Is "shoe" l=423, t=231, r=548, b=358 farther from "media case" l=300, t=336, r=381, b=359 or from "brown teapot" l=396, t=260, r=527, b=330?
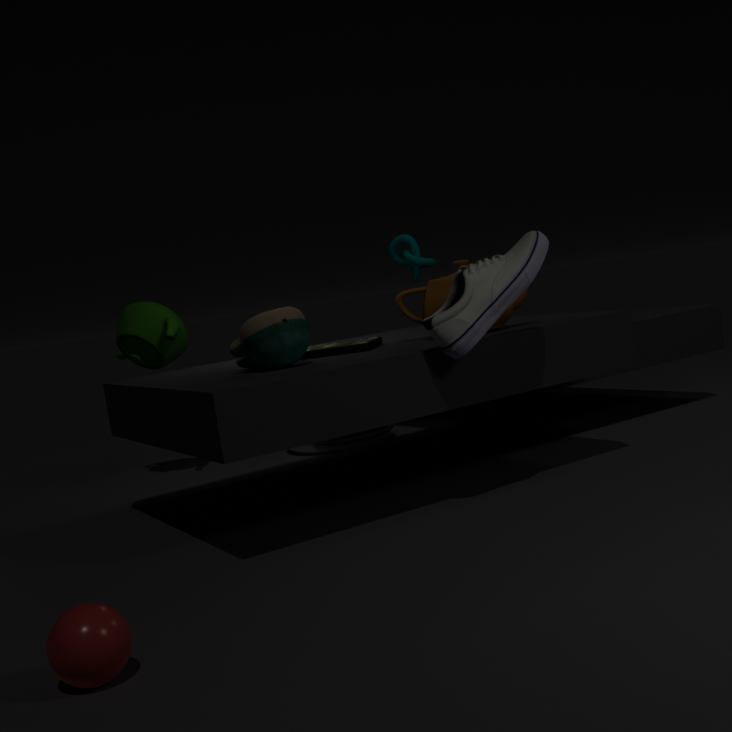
"media case" l=300, t=336, r=381, b=359
